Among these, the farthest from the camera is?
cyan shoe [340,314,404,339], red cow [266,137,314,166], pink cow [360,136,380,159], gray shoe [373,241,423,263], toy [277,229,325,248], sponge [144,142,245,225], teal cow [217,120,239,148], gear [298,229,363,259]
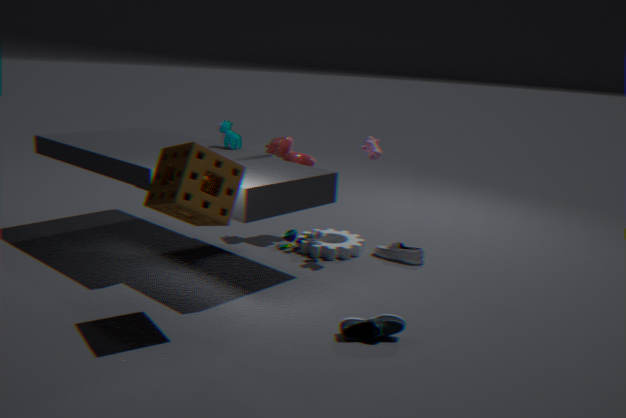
red cow [266,137,314,166]
